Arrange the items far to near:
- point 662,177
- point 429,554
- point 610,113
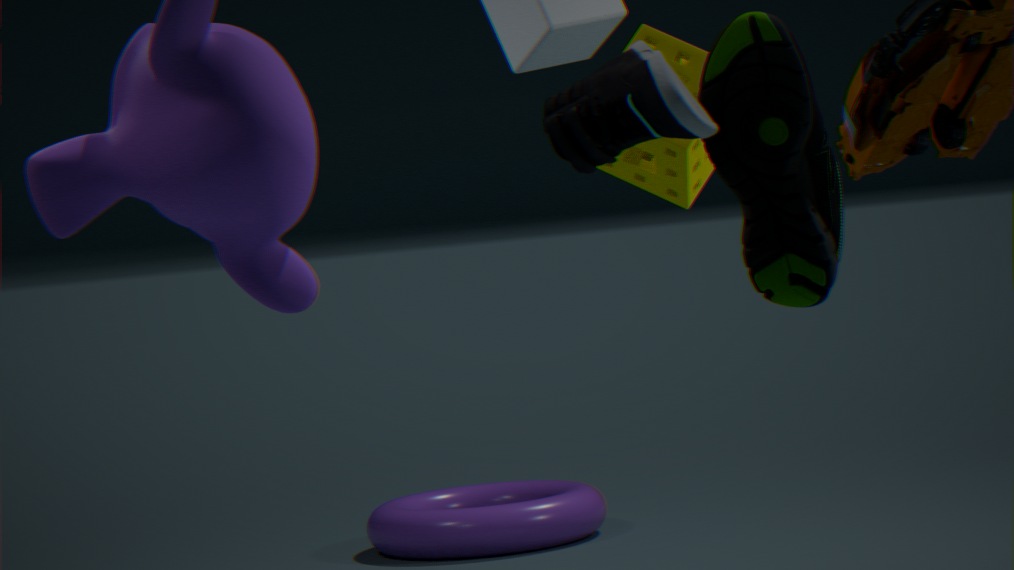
point 429,554, point 662,177, point 610,113
